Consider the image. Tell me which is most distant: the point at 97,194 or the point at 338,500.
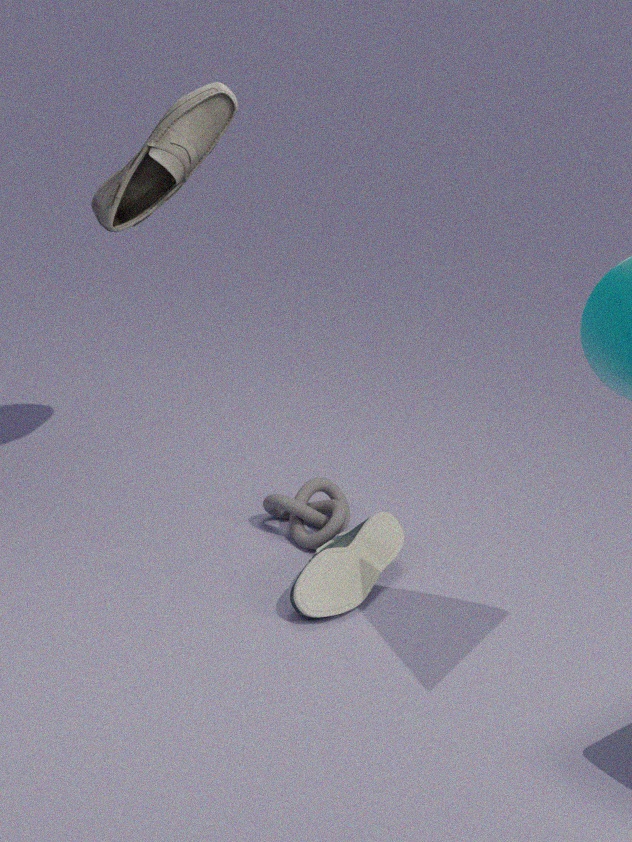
the point at 338,500
